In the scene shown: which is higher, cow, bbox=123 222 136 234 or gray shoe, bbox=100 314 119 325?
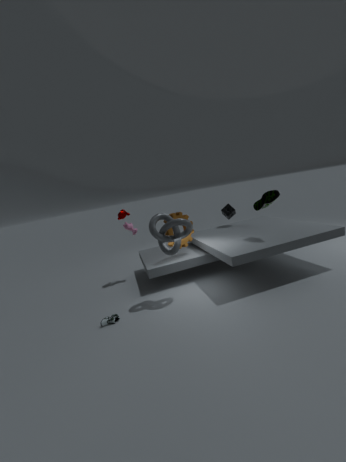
cow, bbox=123 222 136 234
